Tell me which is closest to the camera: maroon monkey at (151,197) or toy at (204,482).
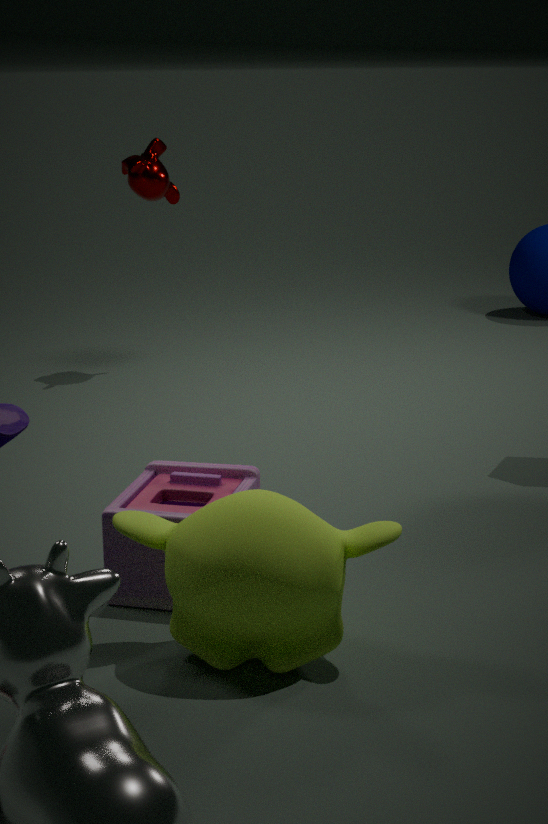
toy at (204,482)
